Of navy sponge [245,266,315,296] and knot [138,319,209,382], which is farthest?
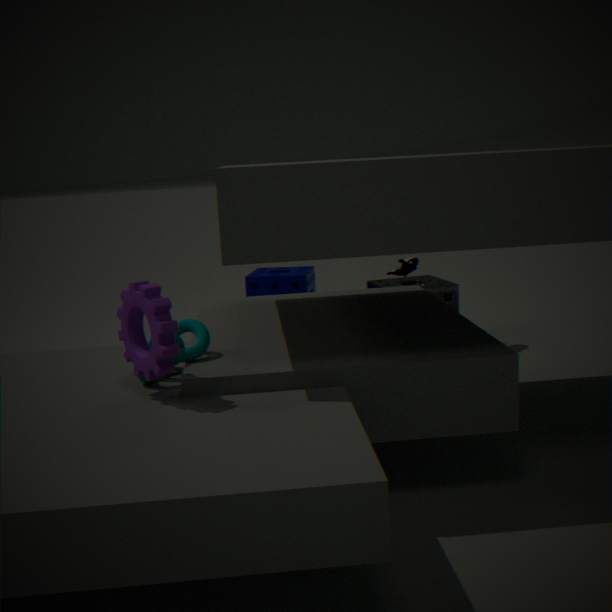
navy sponge [245,266,315,296]
